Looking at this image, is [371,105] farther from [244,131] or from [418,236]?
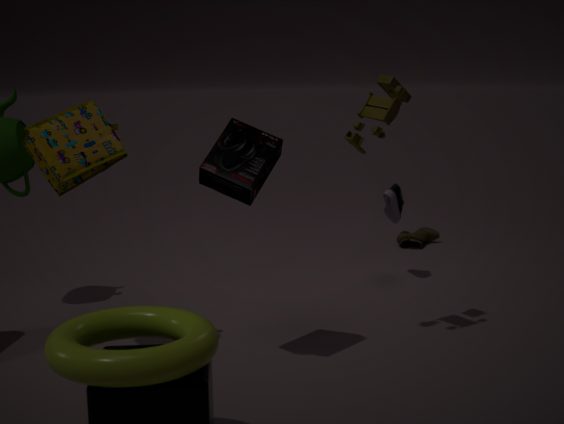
[418,236]
